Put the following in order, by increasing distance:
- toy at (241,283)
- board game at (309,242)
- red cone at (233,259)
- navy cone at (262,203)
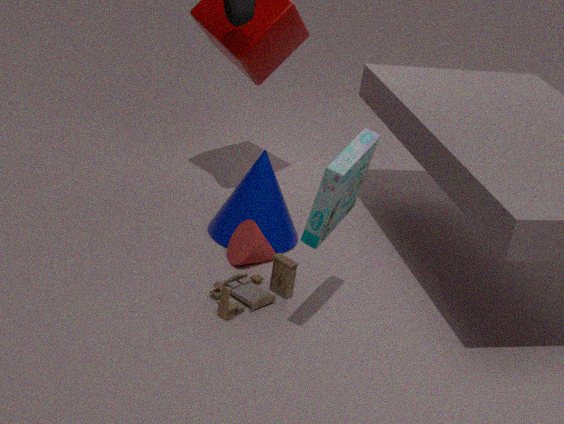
board game at (309,242)
toy at (241,283)
red cone at (233,259)
navy cone at (262,203)
